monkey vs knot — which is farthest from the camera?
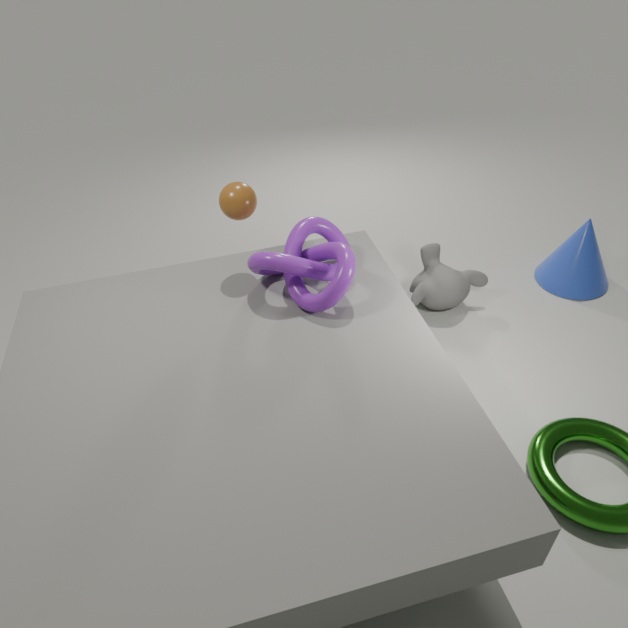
monkey
